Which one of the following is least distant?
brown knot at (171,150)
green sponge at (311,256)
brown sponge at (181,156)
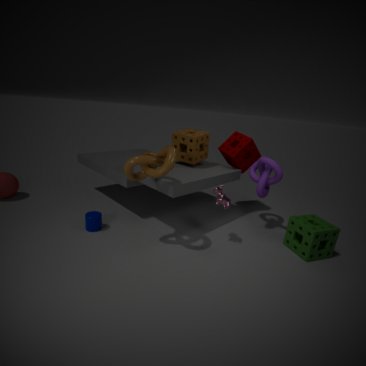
brown knot at (171,150)
